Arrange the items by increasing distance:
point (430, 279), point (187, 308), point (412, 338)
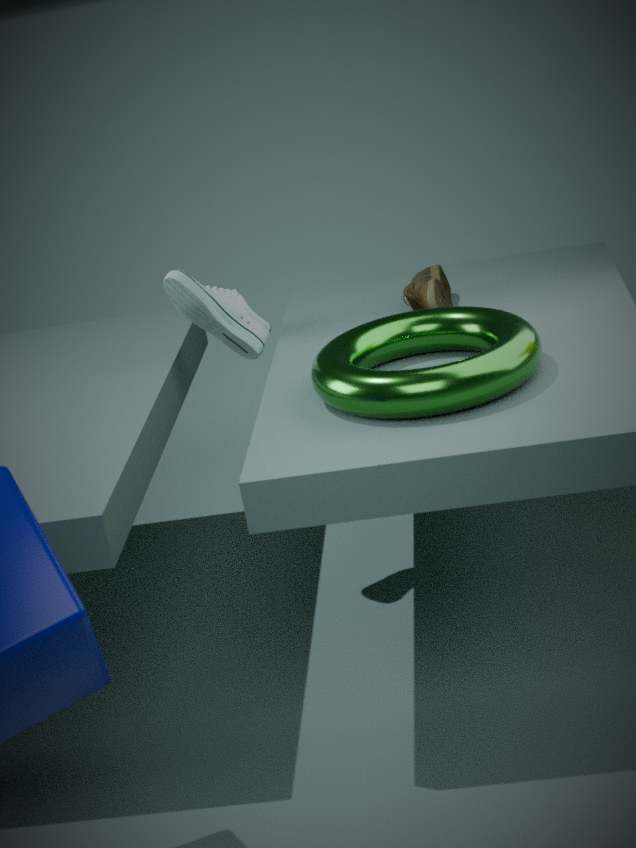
point (412, 338)
point (430, 279)
point (187, 308)
